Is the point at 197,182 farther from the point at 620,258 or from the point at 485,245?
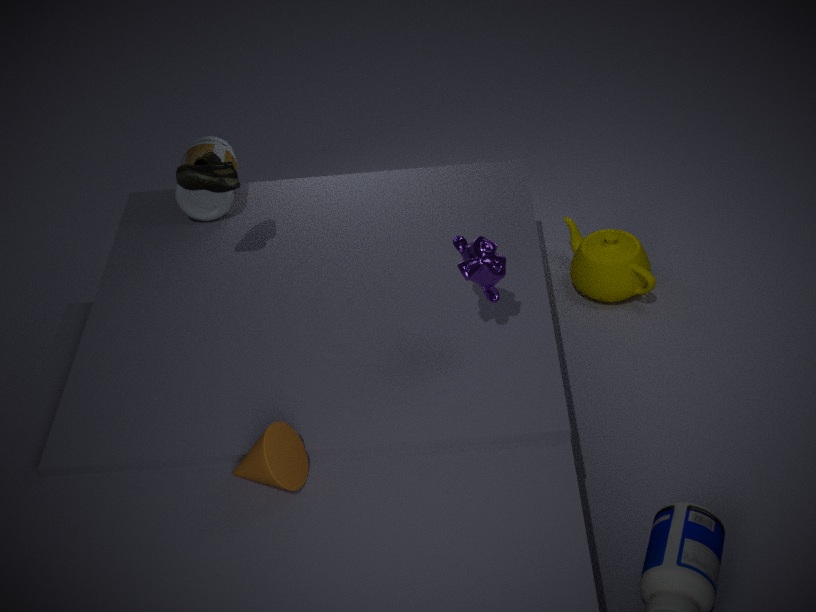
the point at 620,258
